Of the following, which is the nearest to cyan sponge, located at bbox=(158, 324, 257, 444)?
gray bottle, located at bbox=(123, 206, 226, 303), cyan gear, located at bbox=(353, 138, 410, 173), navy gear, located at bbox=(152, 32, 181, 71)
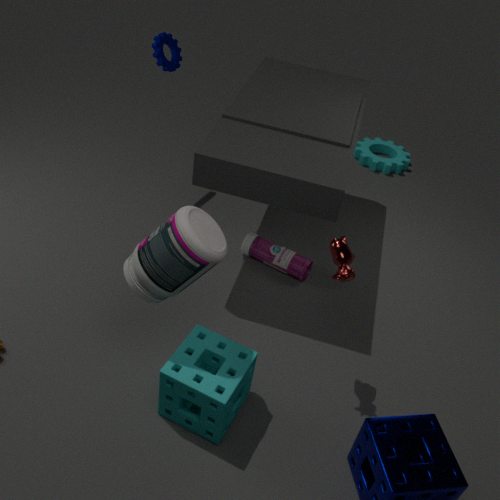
gray bottle, located at bbox=(123, 206, 226, 303)
